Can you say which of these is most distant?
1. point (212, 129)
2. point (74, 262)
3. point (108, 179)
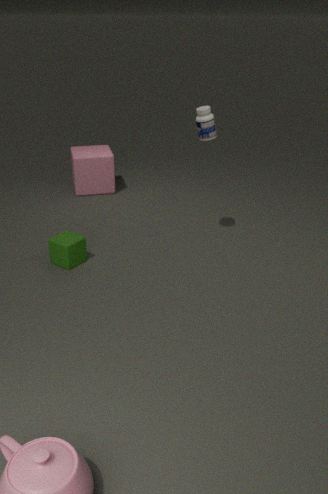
point (108, 179)
